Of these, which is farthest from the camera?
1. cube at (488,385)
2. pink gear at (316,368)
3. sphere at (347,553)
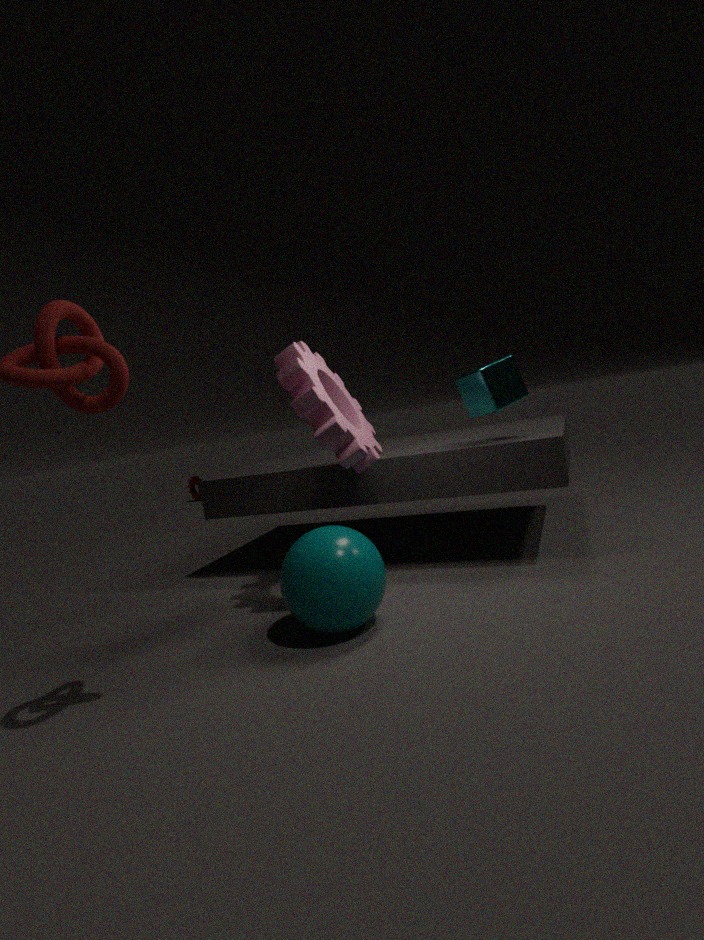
cube at (488,385)
